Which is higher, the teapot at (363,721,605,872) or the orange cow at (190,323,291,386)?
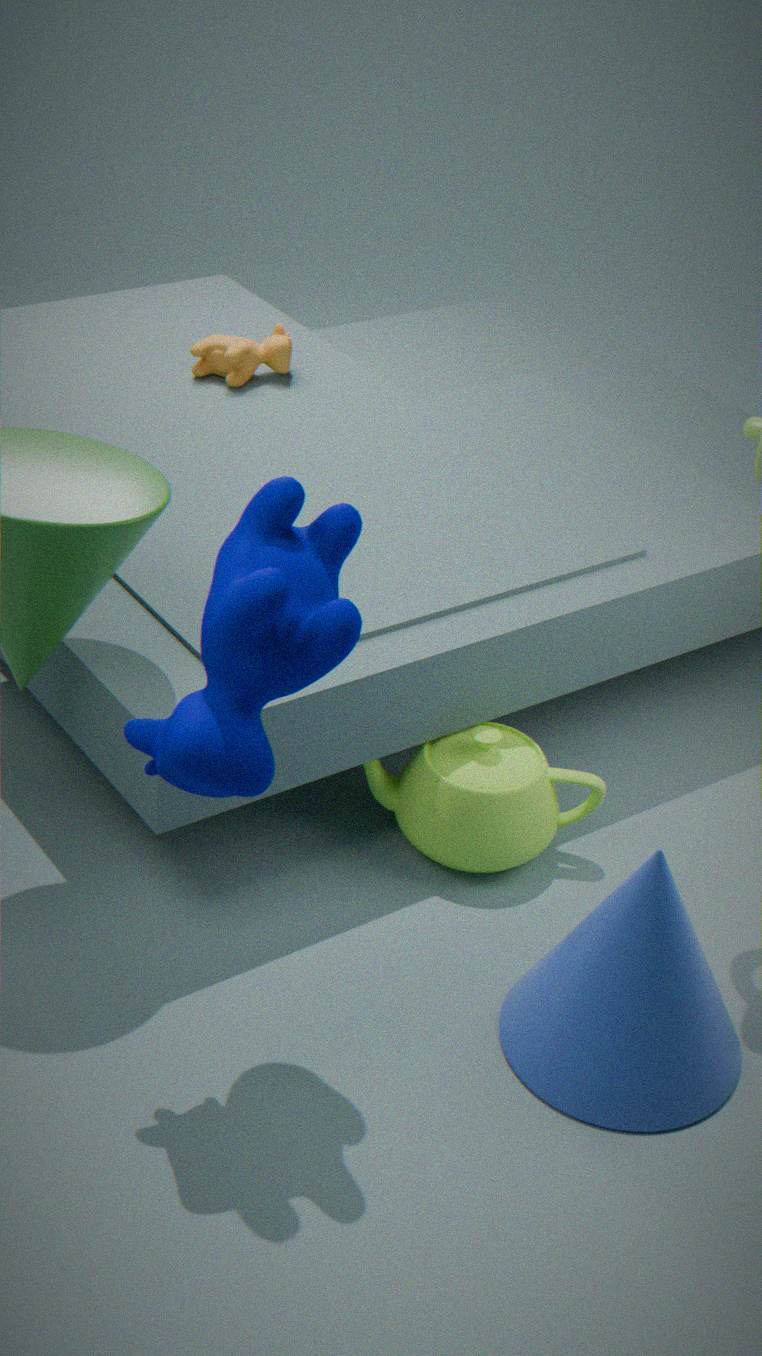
the orange cow at (190,323,291,386)
